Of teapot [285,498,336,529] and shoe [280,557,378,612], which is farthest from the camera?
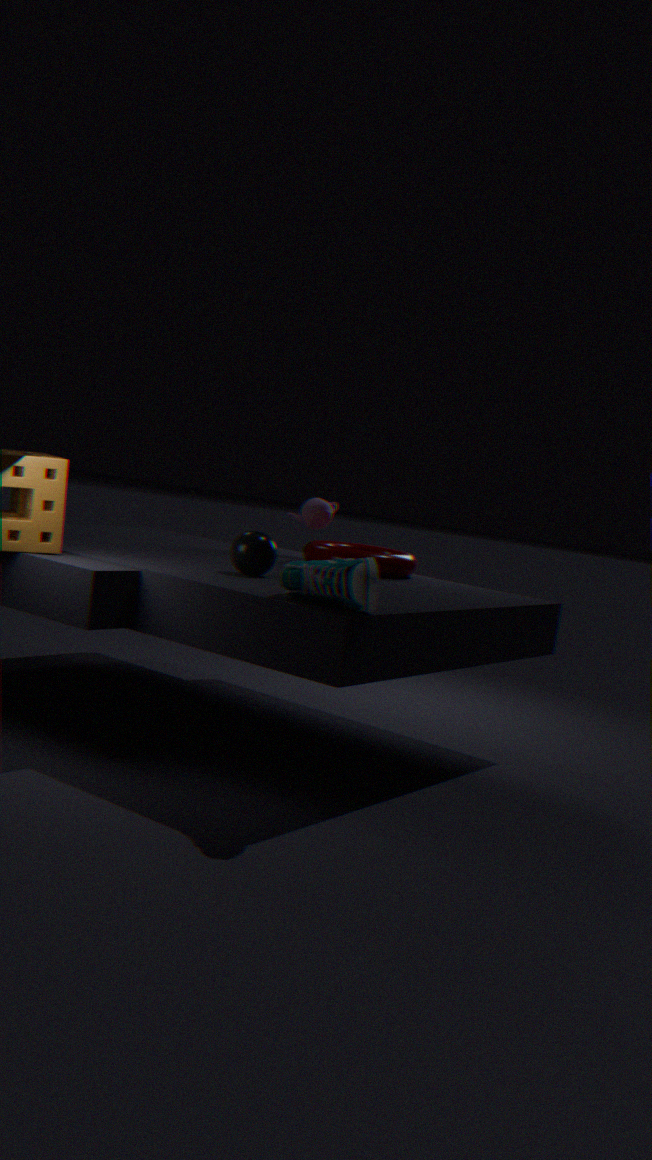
teapot [285,498,336,529]
